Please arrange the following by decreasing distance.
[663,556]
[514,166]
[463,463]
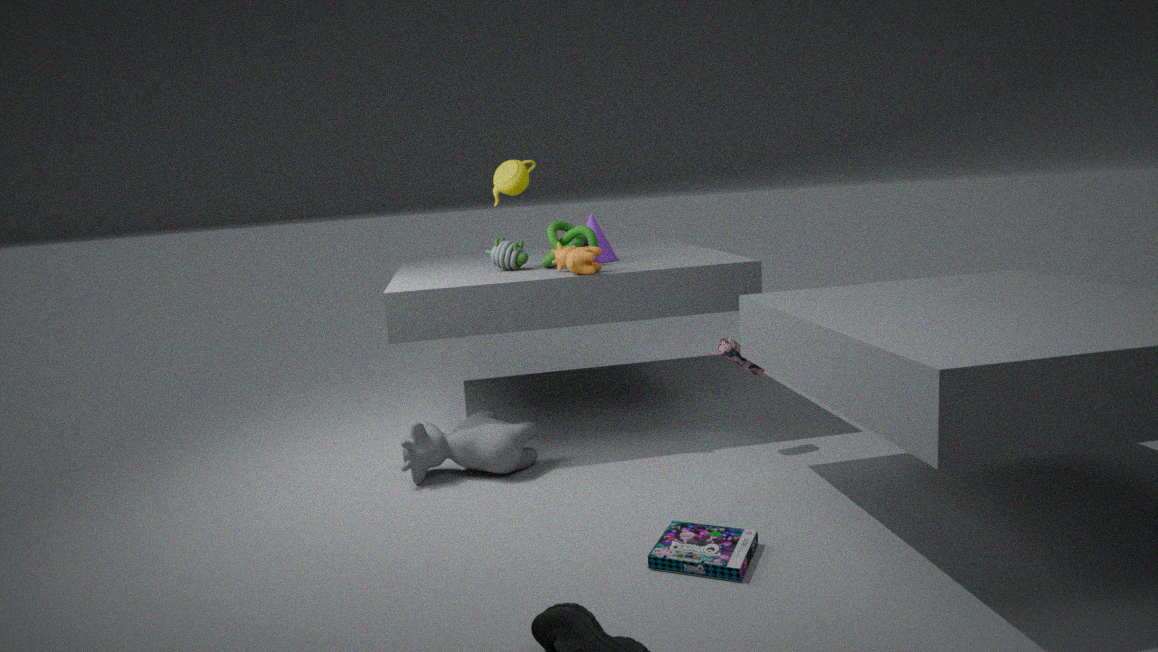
[514,166] → [463,463] → [663,556]
